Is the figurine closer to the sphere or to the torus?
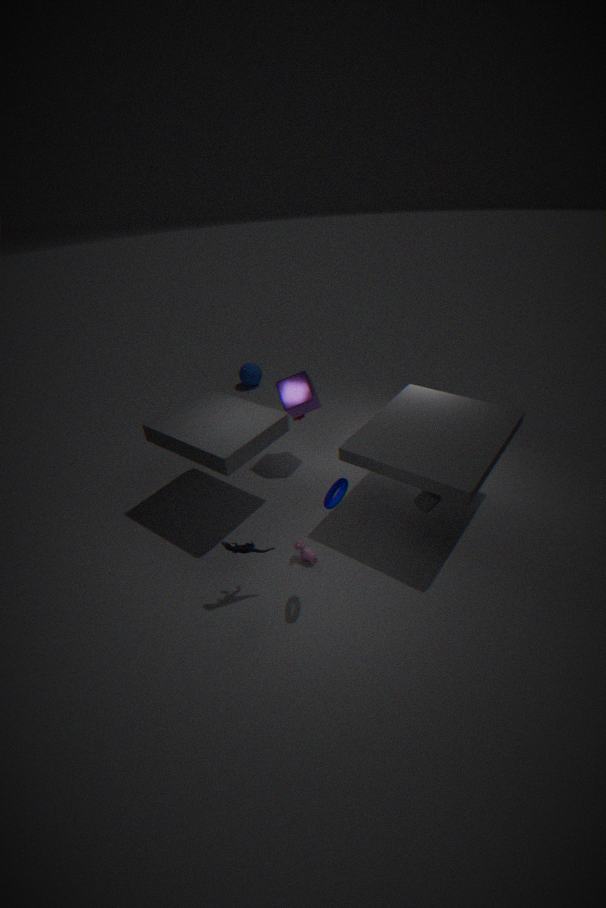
the torus
